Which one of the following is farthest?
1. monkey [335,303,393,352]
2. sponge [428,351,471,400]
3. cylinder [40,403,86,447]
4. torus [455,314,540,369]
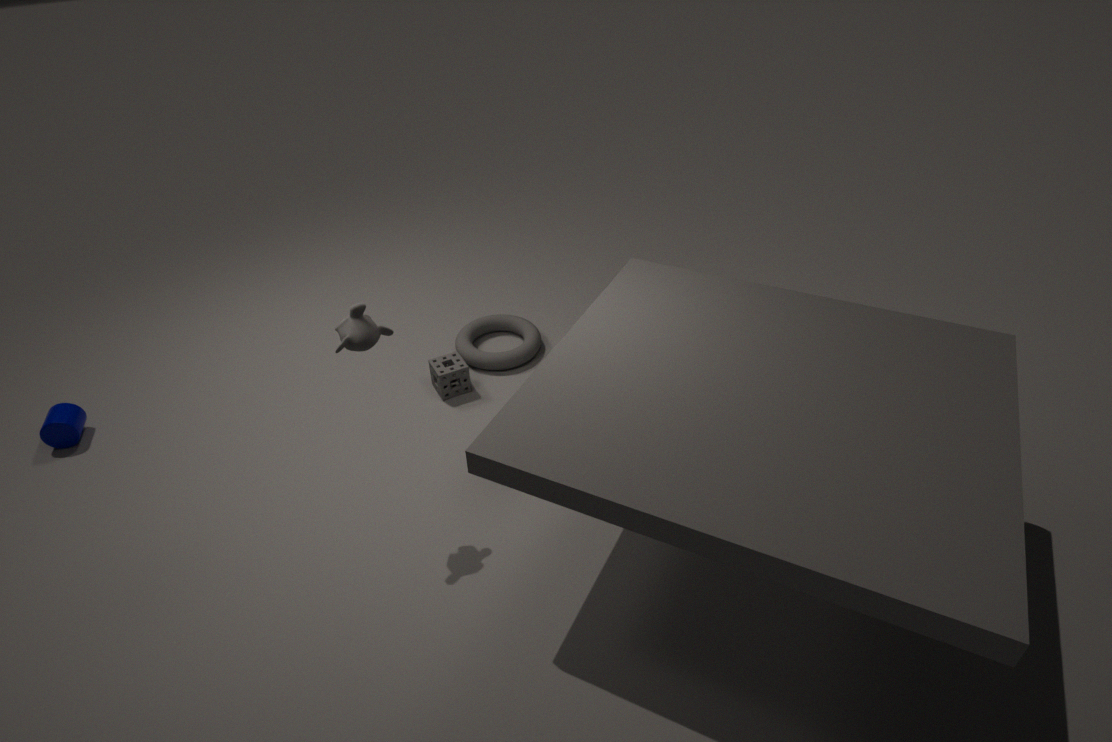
torus [455,314,540,369]
